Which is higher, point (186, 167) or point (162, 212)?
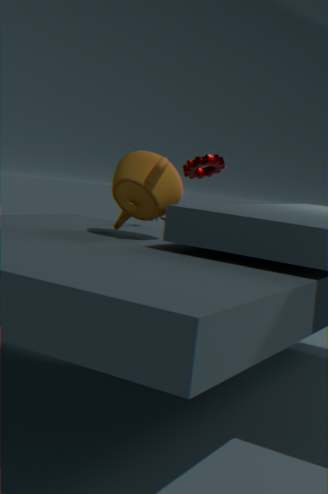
point (186, 167)
